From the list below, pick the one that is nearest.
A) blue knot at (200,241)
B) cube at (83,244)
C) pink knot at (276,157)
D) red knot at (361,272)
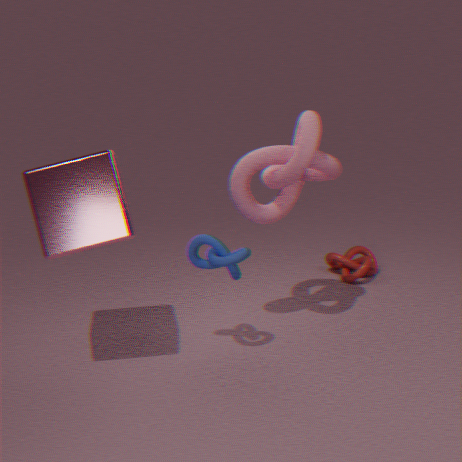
cube at (83,244)
